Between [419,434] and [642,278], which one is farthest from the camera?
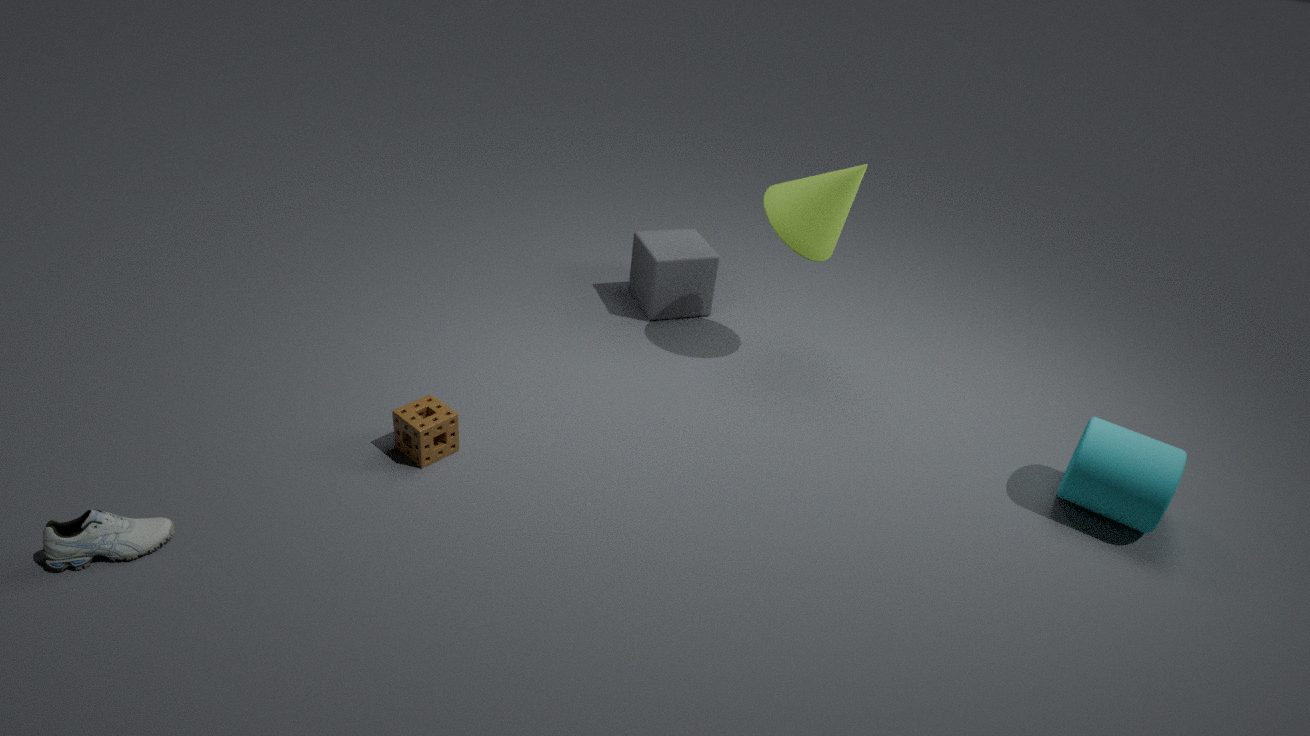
[642,278]
